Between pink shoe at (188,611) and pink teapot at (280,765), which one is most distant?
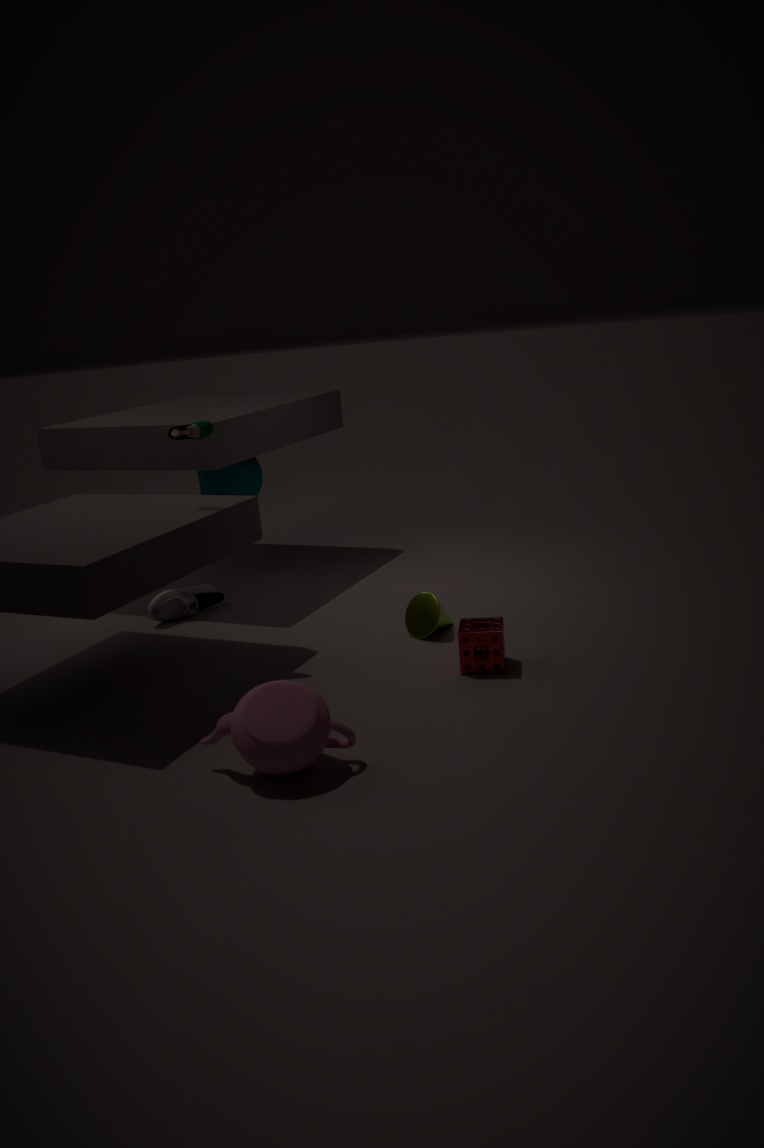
pink shoe at (188,611)
